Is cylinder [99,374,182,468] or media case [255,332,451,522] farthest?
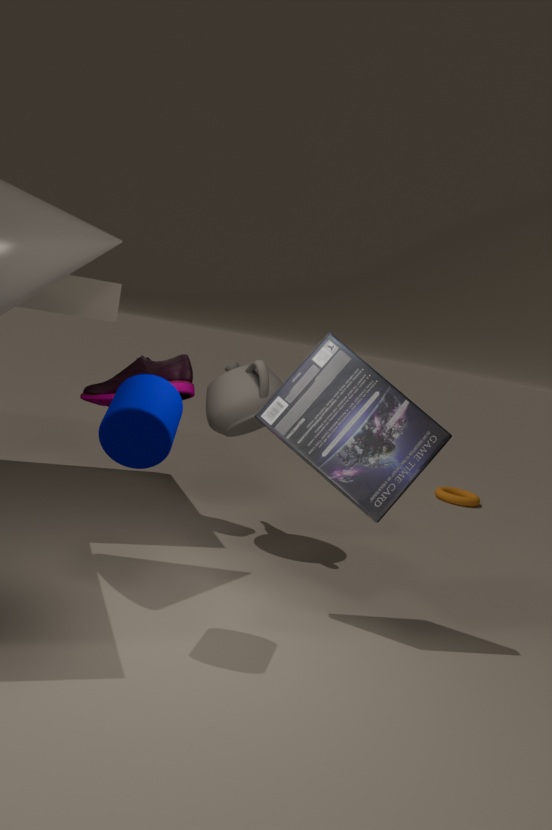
media case [255,332,451,522]
